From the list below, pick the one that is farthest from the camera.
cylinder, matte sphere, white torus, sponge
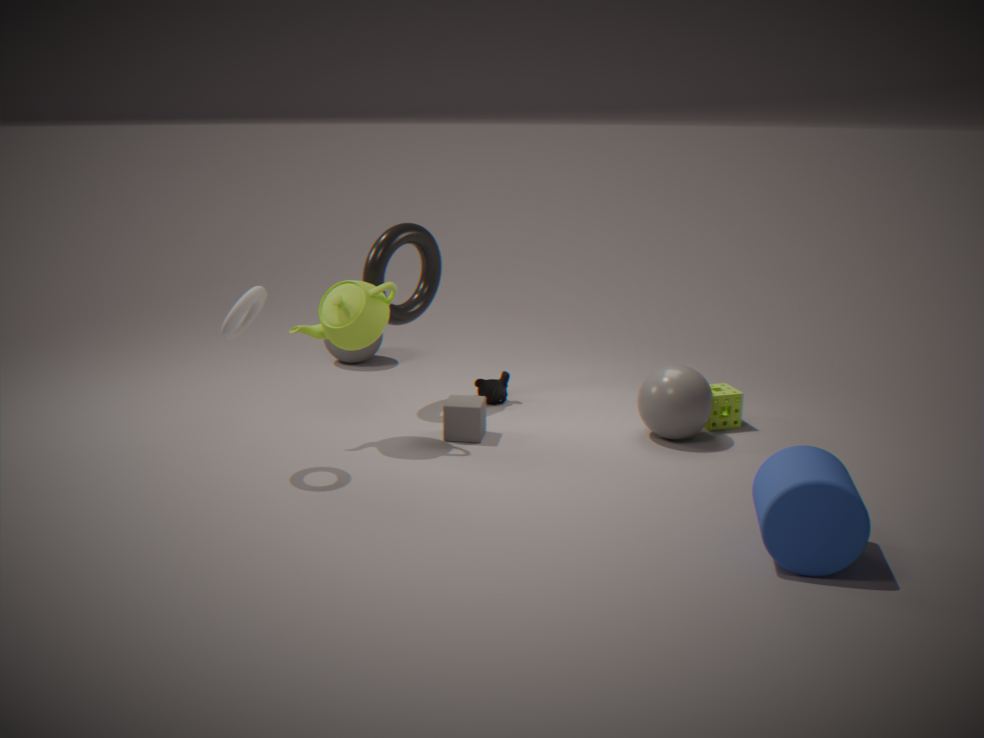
matte sphere
